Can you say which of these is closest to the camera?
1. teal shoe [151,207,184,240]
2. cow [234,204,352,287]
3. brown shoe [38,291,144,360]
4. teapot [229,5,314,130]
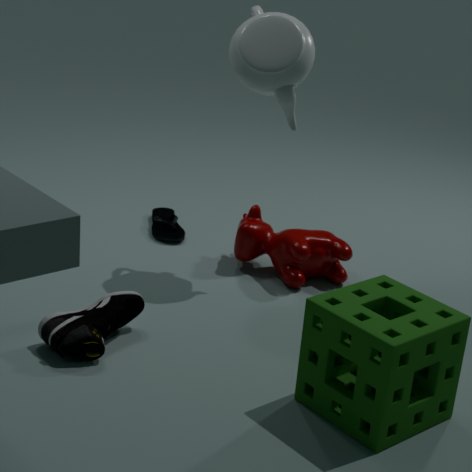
brown shoe [38,291,144,360]
